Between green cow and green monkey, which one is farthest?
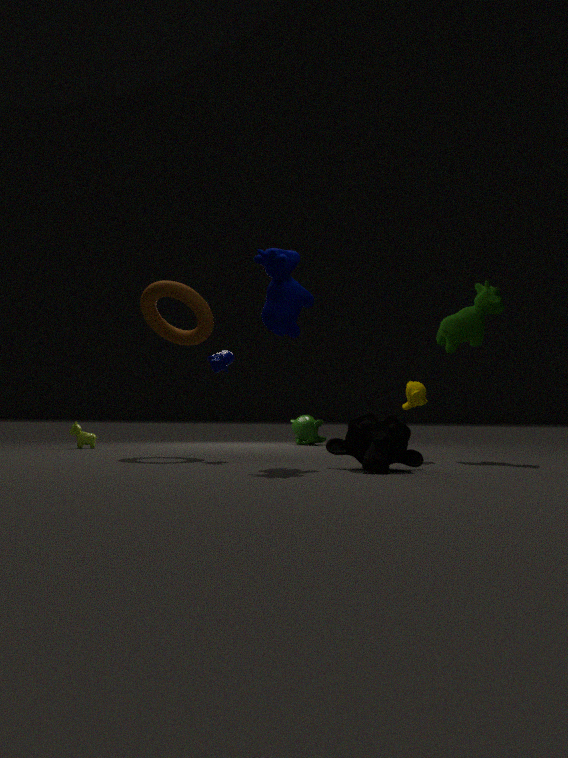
green monkey
